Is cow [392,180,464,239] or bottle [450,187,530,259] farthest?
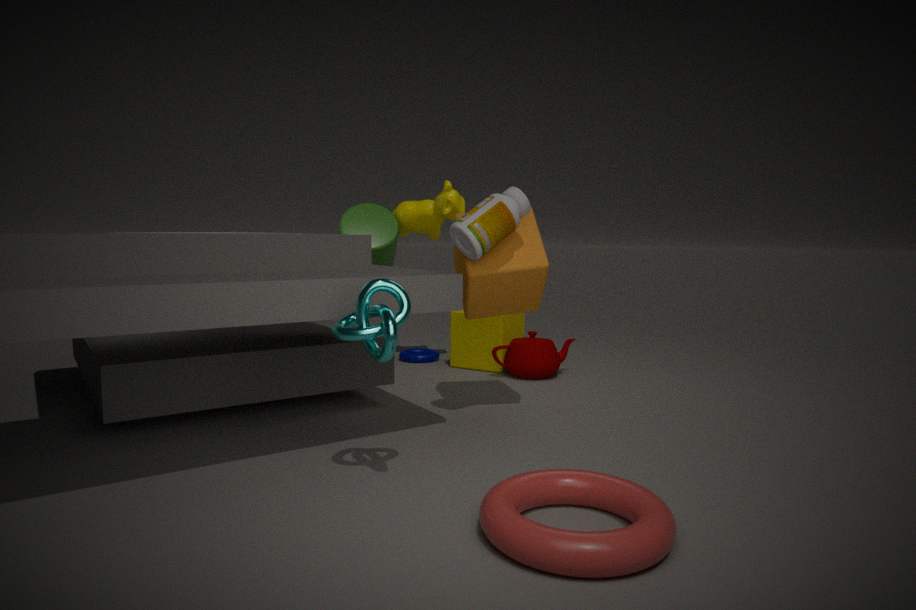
cow [392,180,464,239]
